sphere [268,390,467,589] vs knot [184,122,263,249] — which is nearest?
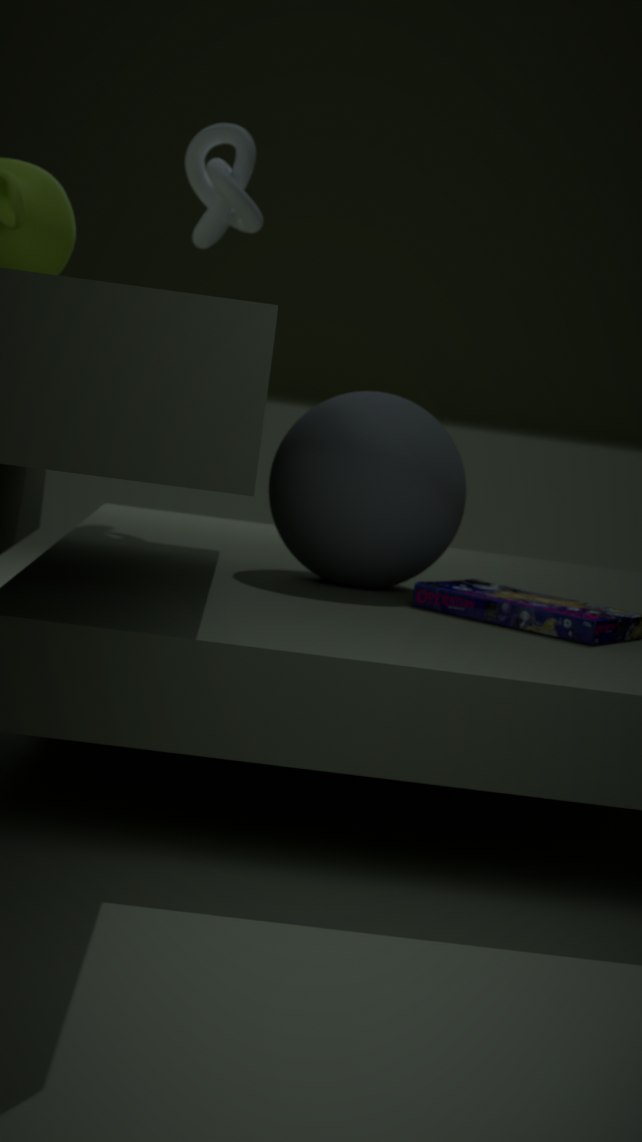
sphere [268,390,467,589]
